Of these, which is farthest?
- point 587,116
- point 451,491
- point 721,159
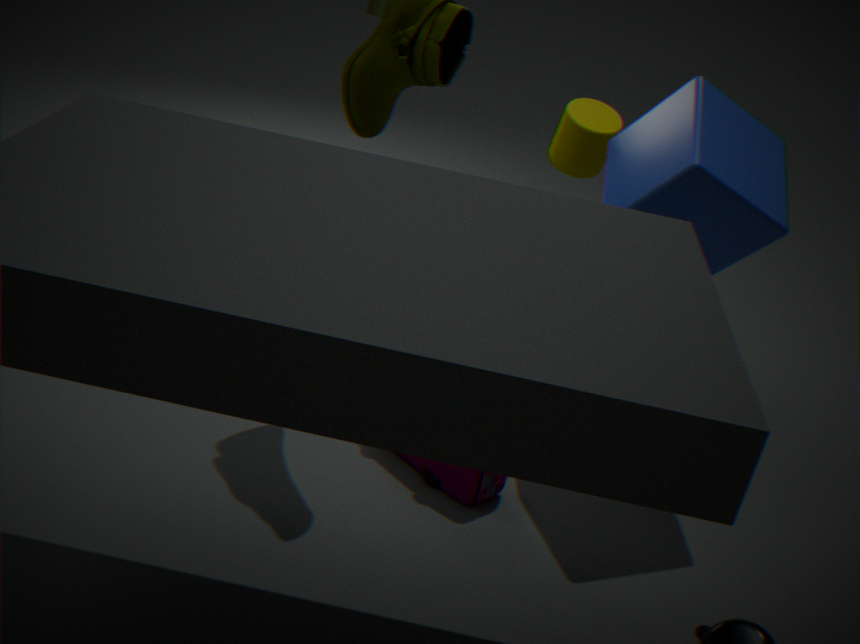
point 587,116
